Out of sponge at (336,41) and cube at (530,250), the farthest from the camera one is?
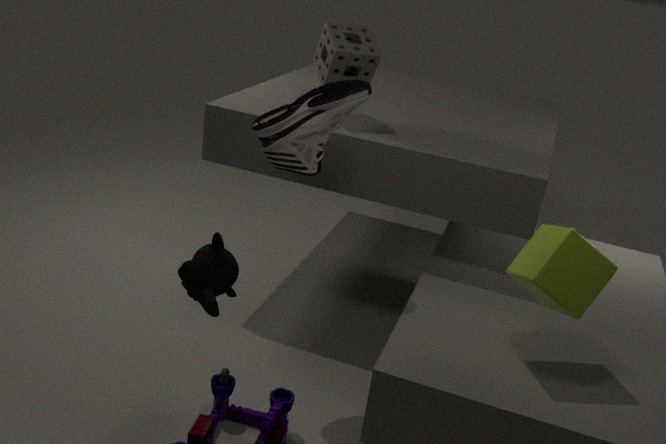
sponge at (336,41)
